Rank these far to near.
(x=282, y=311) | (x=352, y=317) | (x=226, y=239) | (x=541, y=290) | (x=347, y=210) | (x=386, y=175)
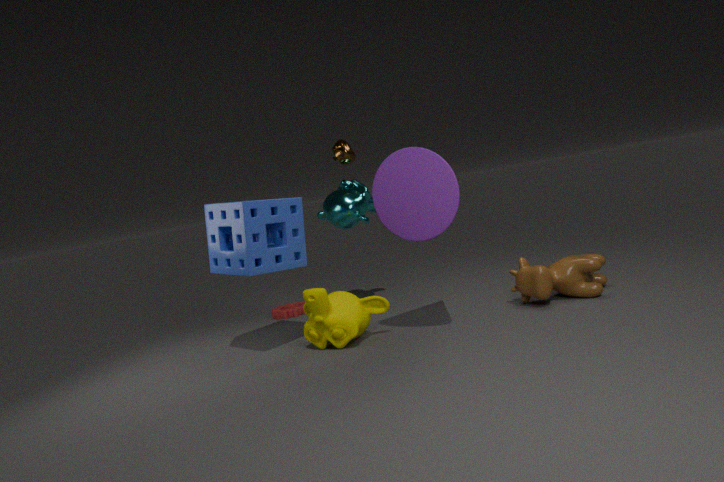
(x=282, y=311), (x=347, y=210), (x=226, y=239), (x=541, y=290), (x=352, y=317), (x=386, y=175)
